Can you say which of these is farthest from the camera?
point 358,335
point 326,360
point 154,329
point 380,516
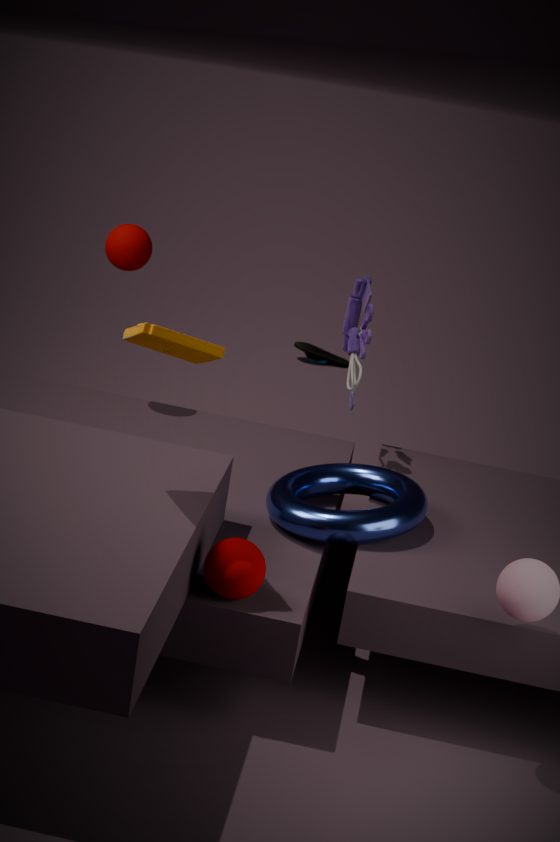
point 326,360
